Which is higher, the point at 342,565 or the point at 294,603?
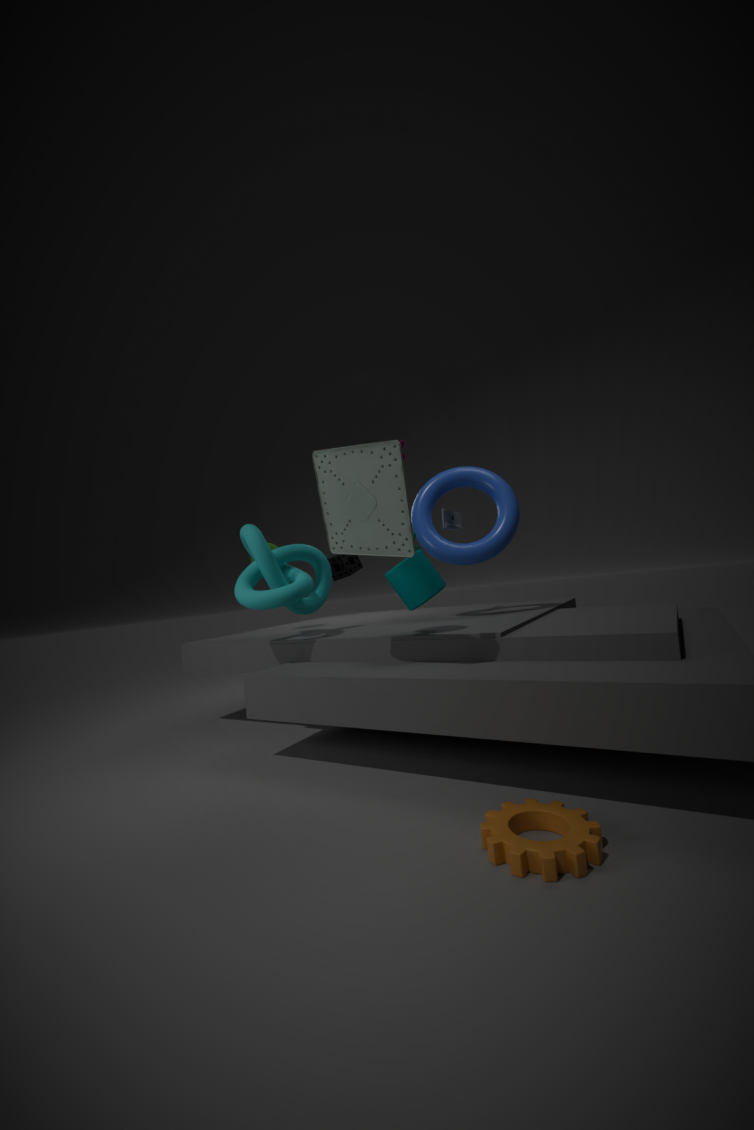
the point at 342,565
